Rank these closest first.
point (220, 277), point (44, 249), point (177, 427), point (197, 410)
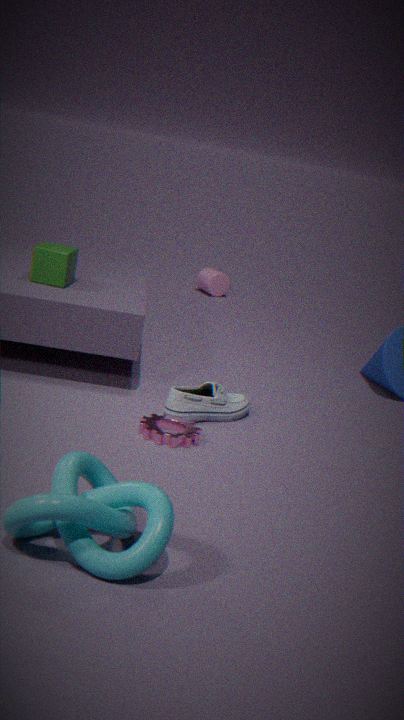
point (177, 427) < point (197, 410) < point (44, 249) < point (220, 277)
